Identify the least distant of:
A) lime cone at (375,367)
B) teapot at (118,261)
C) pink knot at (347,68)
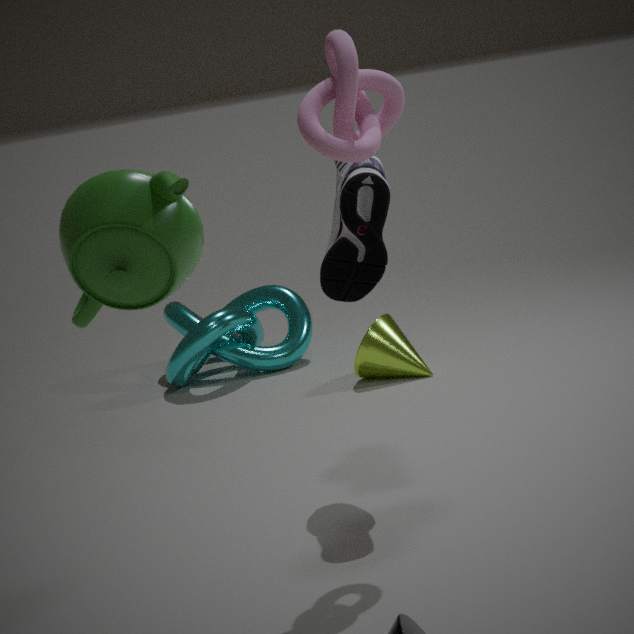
teapot at (118,261)
